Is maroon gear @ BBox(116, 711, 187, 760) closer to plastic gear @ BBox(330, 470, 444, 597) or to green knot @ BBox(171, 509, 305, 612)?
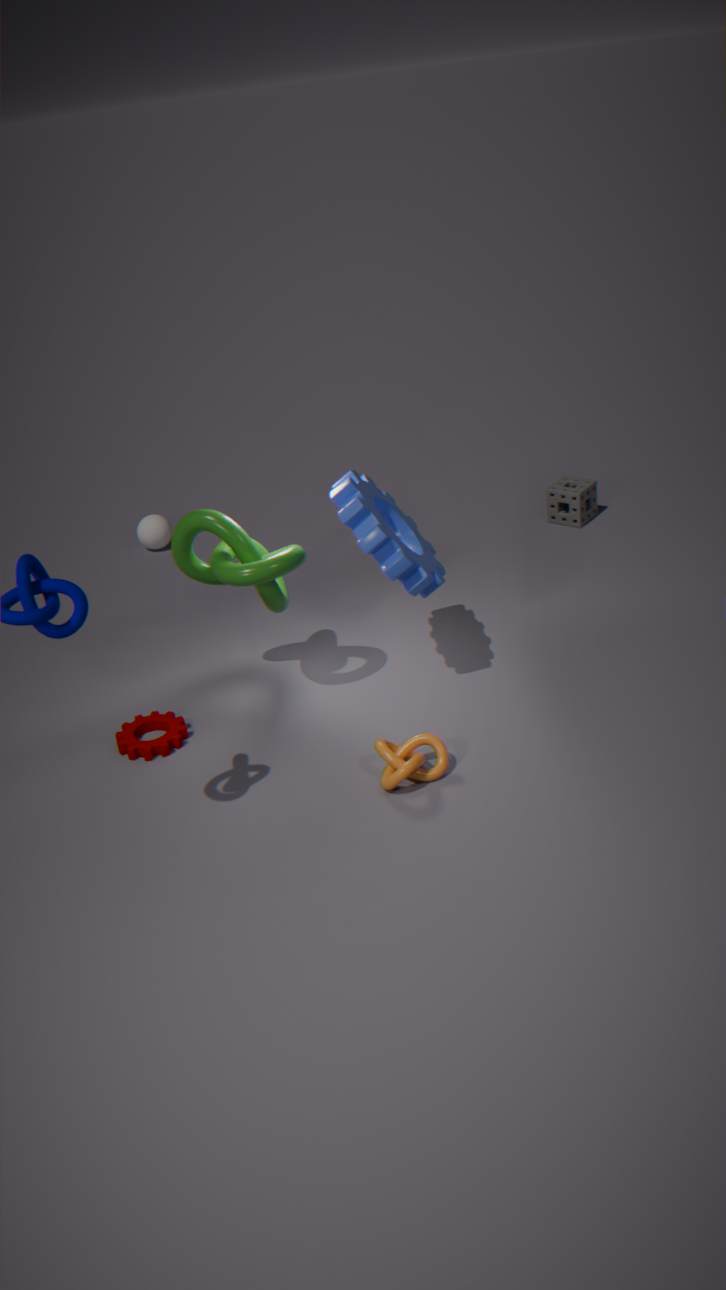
green knot @ BBox(171, 509, 305, 612)
